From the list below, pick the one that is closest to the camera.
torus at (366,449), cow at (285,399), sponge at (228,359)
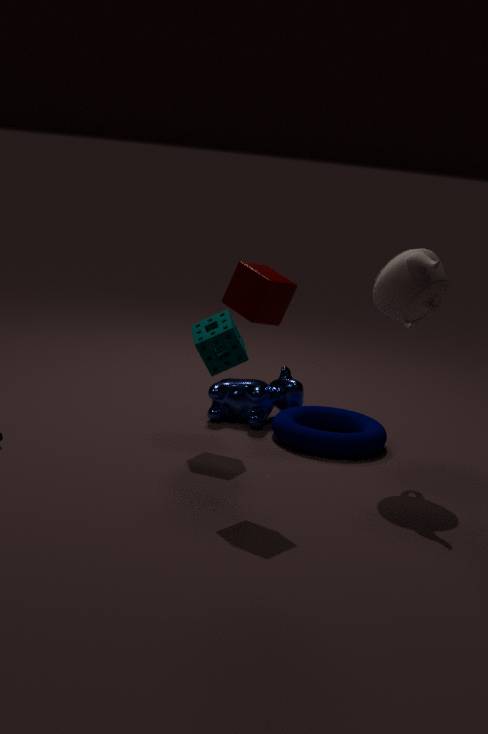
sponge at (228,359)
